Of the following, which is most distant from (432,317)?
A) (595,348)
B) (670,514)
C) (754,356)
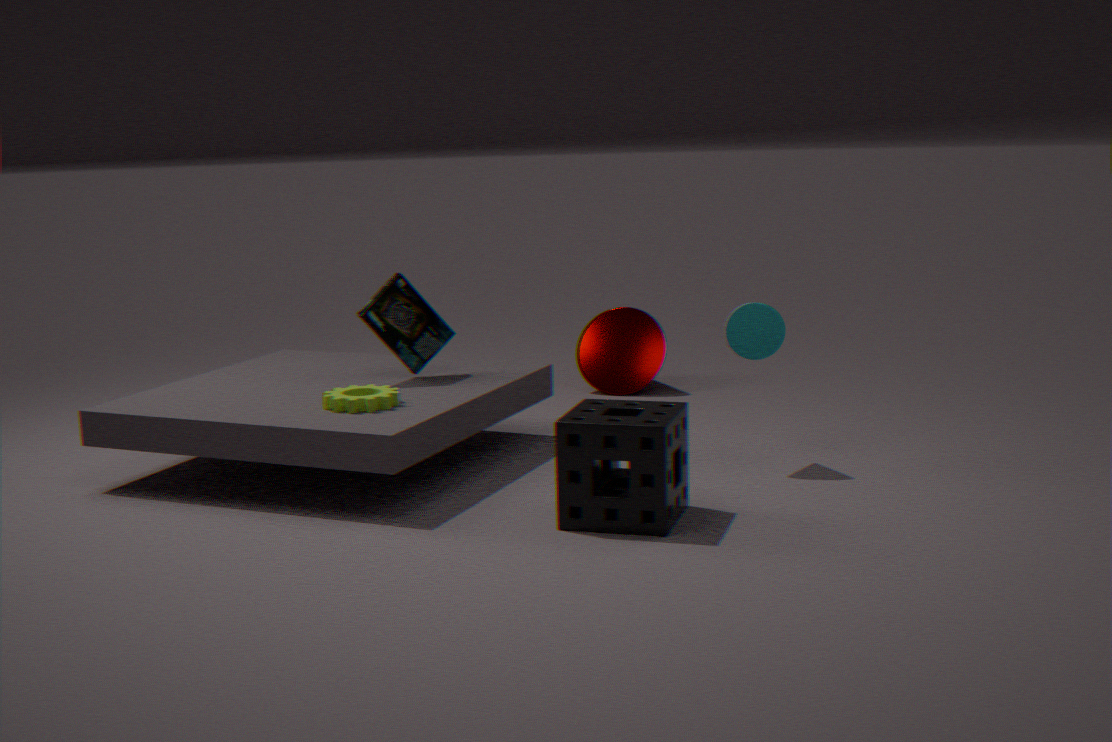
(595,348)
